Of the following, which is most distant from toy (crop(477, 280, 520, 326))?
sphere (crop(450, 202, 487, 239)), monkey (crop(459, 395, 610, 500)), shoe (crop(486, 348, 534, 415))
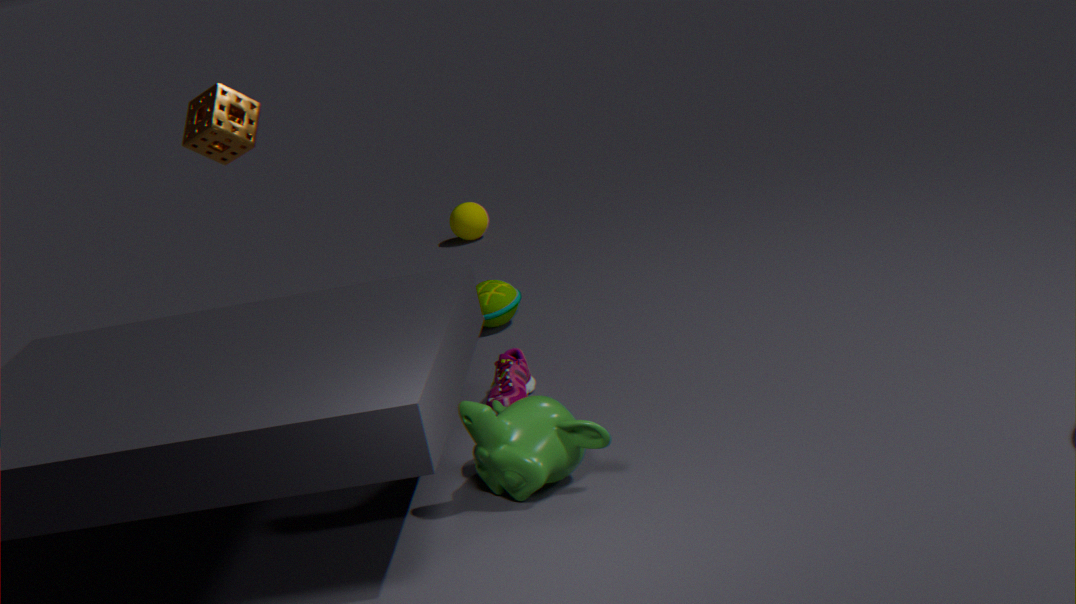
monkey (crop(459, 395, 610, 500))
